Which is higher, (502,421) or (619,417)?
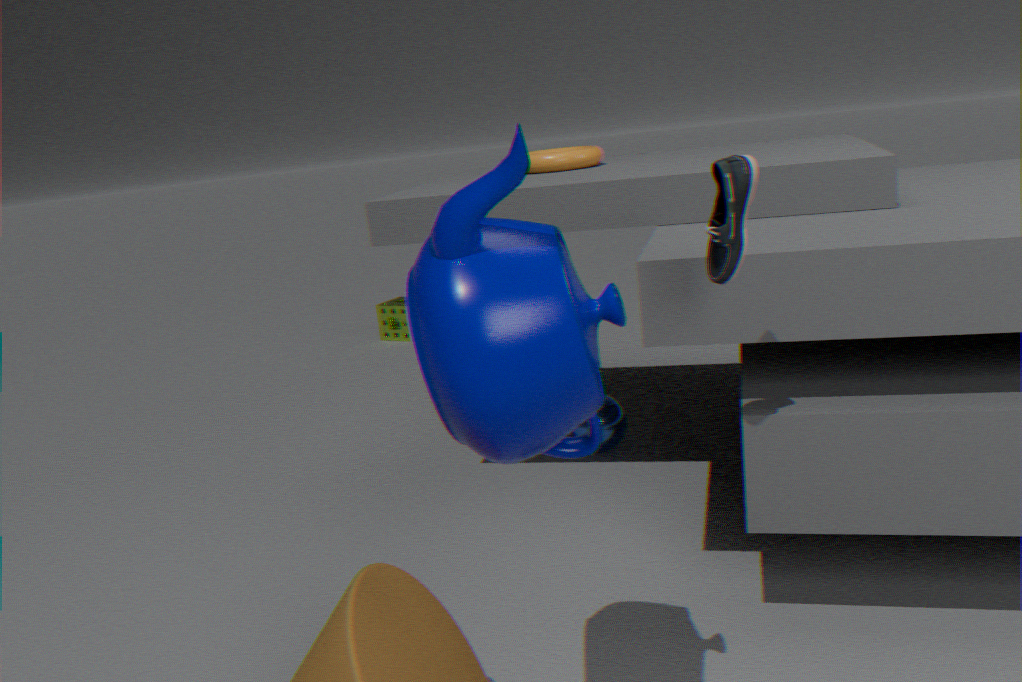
(502,421)
